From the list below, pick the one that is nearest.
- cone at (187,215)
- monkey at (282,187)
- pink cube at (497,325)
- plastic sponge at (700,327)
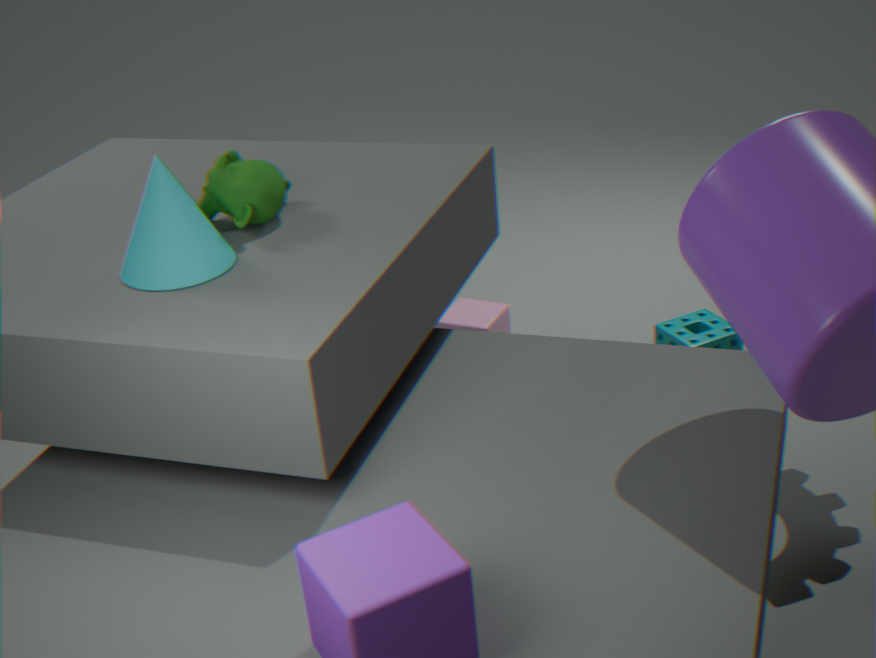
cone at (187,215)
